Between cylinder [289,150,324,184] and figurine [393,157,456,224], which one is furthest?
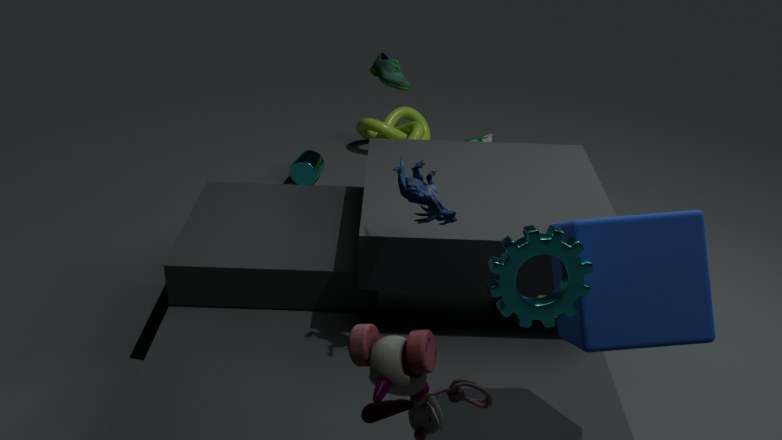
cylinder [289,150,324,184]
